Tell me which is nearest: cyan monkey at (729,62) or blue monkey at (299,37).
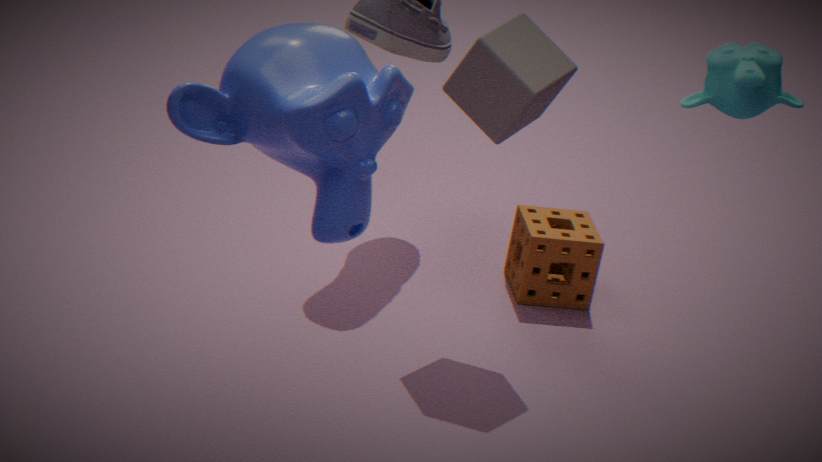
blue monkey at (299,37)
